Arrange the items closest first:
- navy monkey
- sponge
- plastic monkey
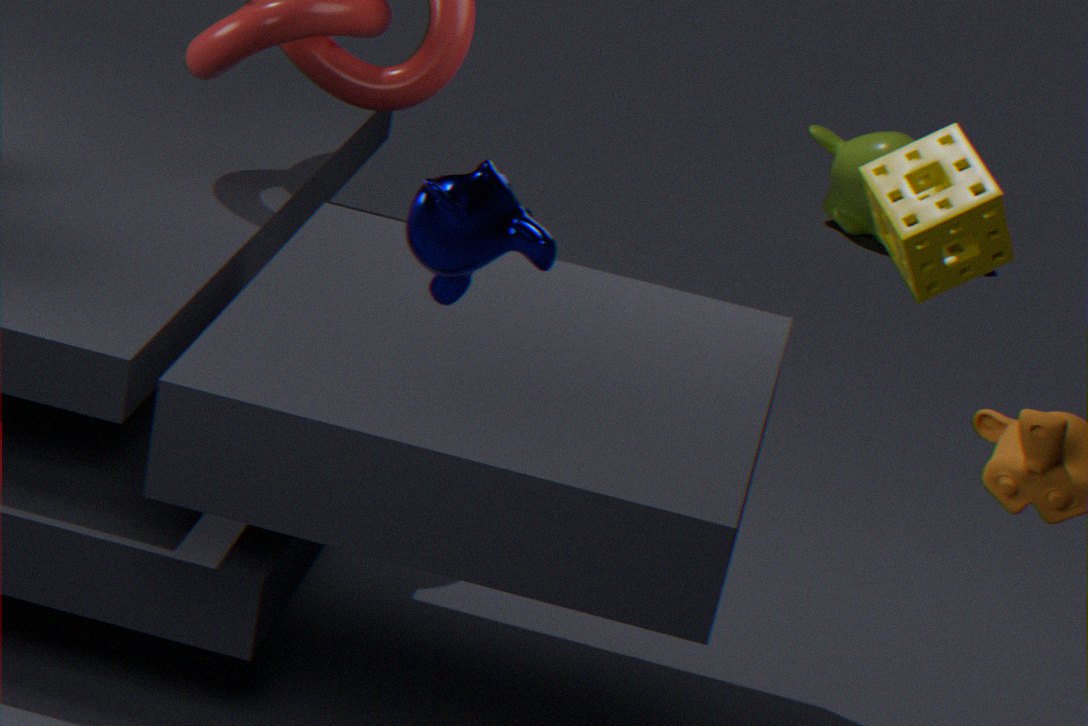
navy monkey → sponge → plastic monkey
